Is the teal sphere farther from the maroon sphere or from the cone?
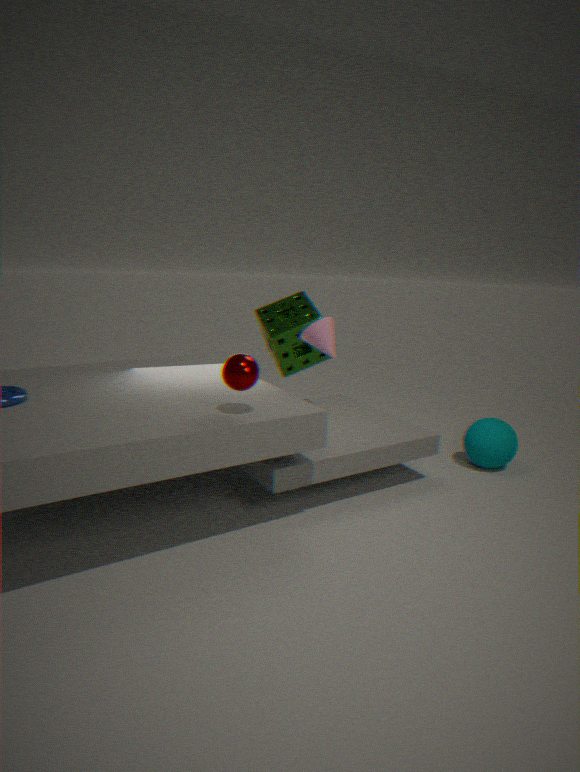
the maroon sphere
